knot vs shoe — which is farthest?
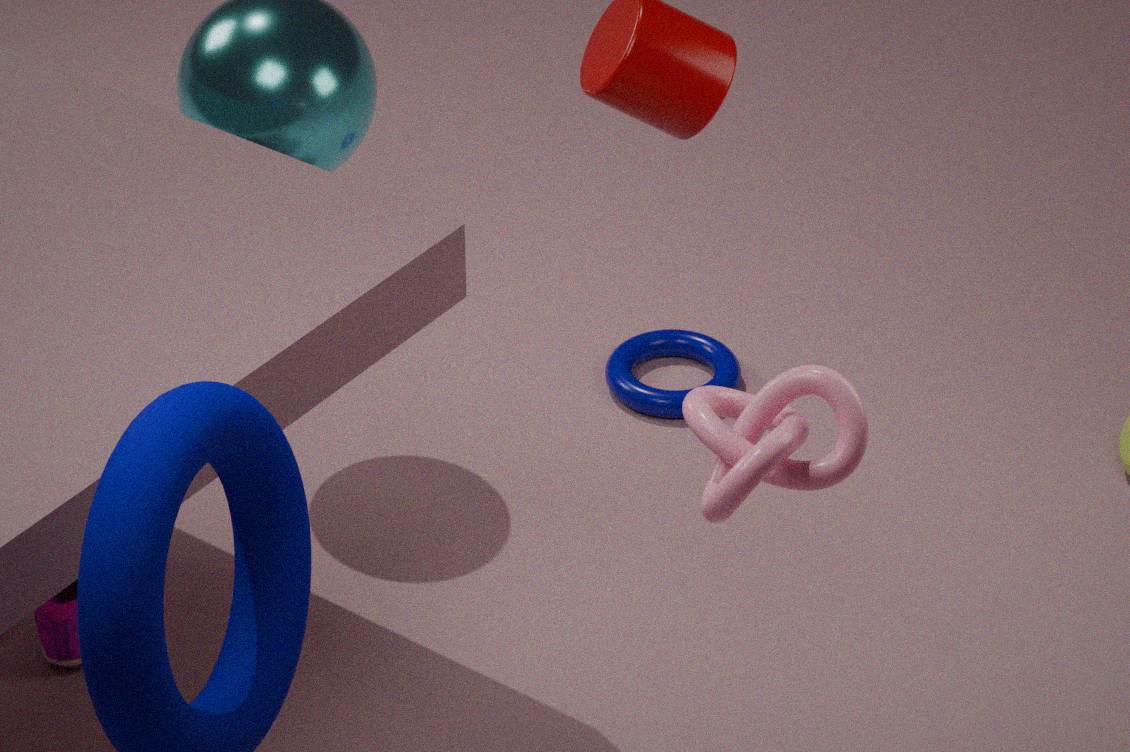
shoe
